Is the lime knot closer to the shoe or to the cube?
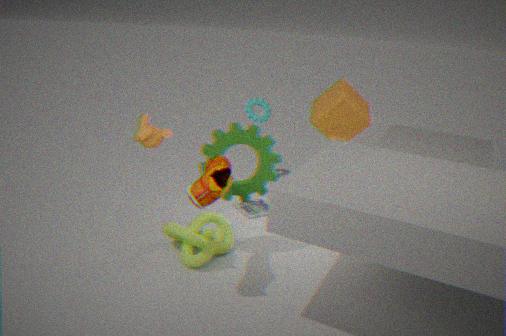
the shoe
